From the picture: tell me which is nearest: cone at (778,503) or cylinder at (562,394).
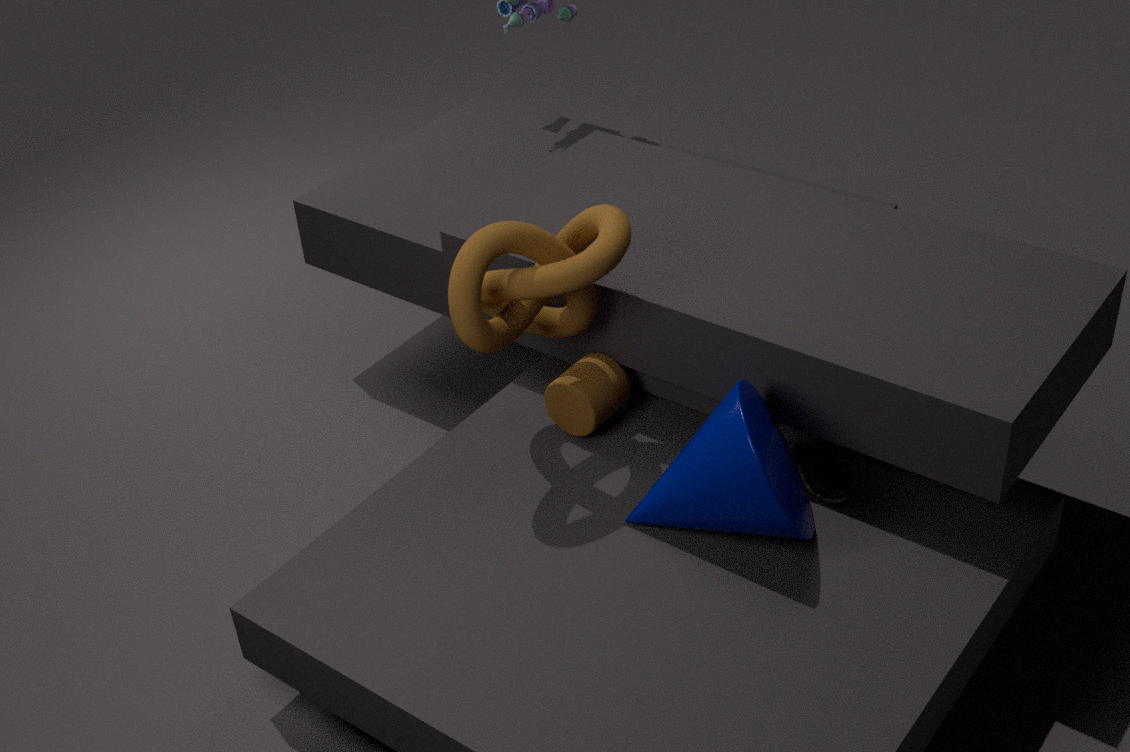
cone at (778,503)
